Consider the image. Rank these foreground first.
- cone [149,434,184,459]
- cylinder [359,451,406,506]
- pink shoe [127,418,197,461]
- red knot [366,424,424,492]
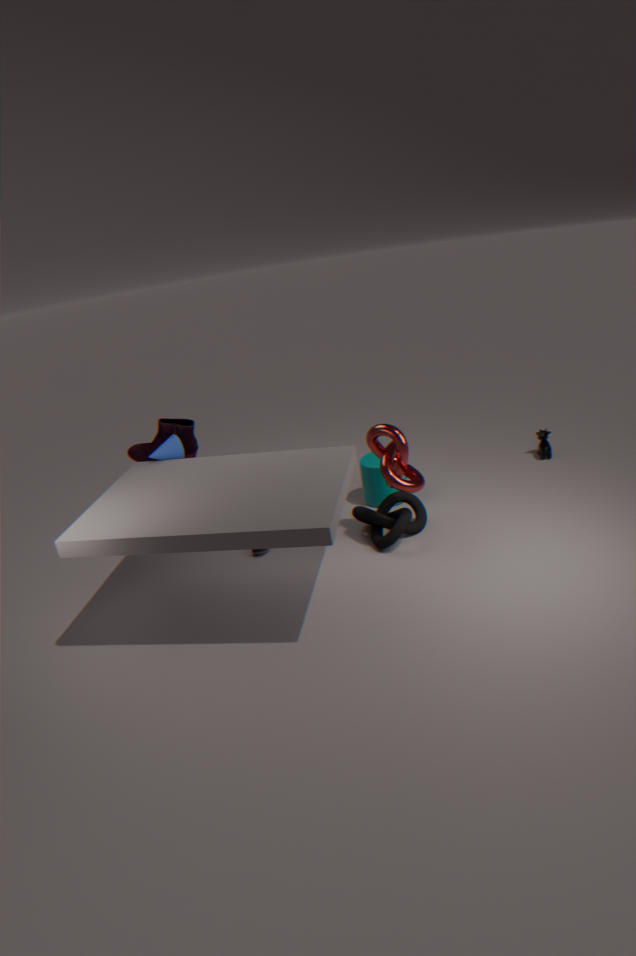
1. red knot [366,424,424,492]
2. cone [149,434,184,459]
3. pink shoe [127,418,197,461]
4. cylinder [359,451,406,506]
